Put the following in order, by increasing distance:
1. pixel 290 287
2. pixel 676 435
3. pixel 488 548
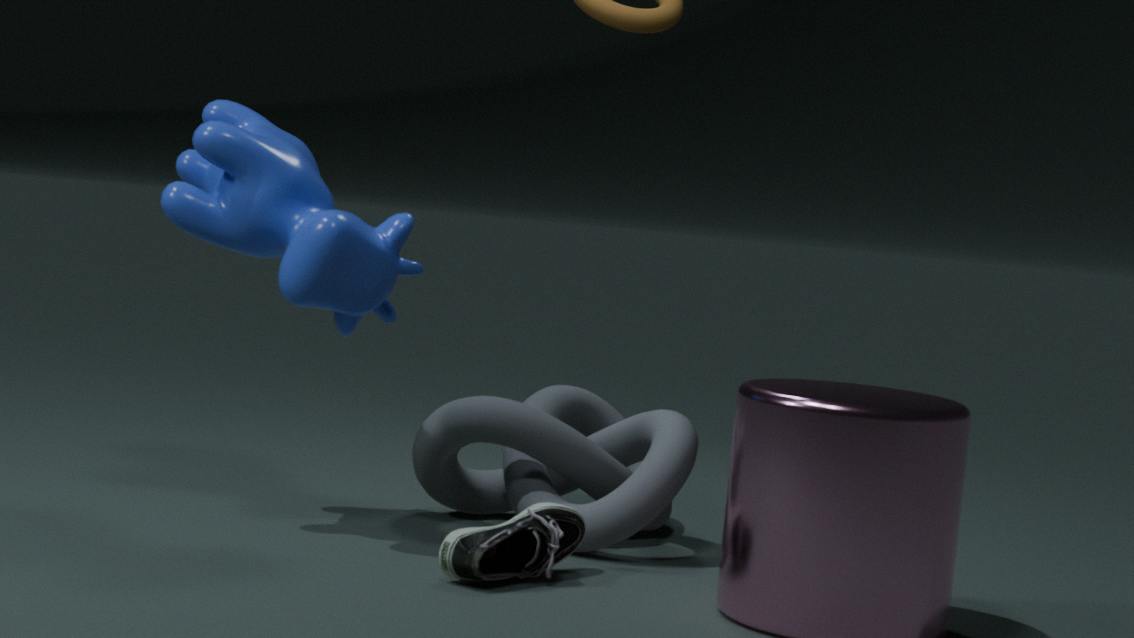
pixel 488 548 < pixel 290 287 < pixel 676 435
